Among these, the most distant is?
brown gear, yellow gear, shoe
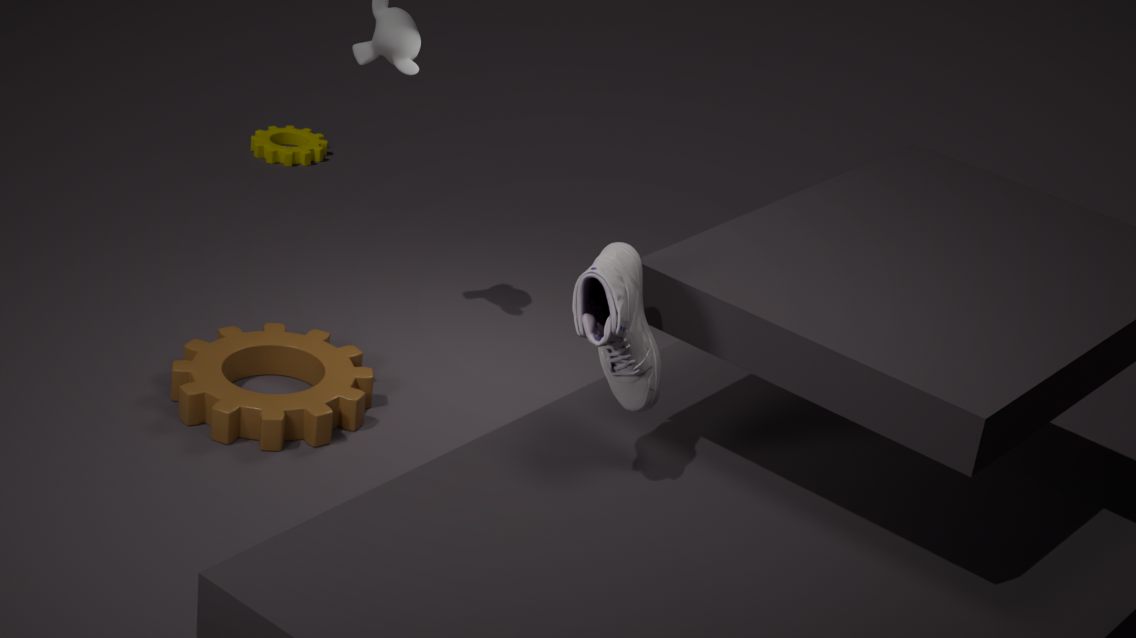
yellow gear
